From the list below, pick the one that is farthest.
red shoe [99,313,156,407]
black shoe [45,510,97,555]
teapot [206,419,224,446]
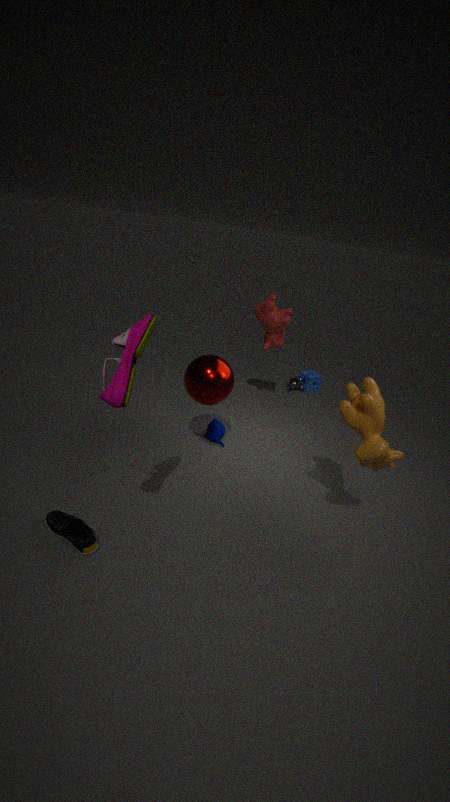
teapot [206,419,224,446]
